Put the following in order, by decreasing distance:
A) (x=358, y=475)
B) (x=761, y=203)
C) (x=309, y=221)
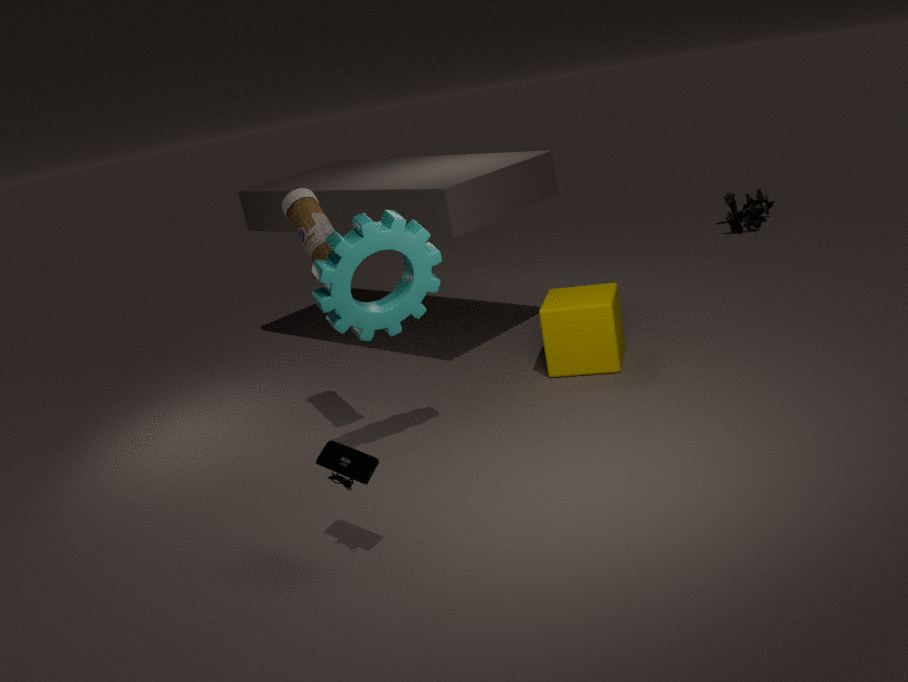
(x=761, y=203) < (x=309, y=221) < (x=358, y=475)
